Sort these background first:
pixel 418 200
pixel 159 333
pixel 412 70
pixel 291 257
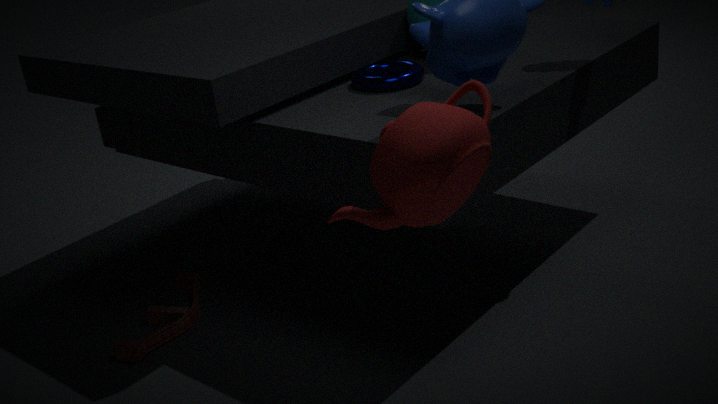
pixel 291 257, pixel 159 333, pixel 412 70, pixel 418 200
